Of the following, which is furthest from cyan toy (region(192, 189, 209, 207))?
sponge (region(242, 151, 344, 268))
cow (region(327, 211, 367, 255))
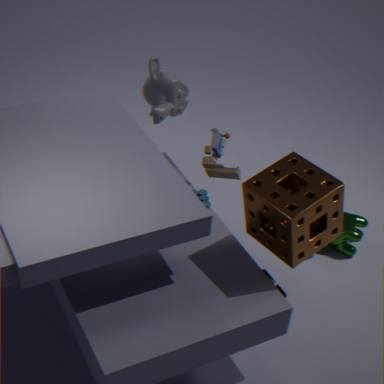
cow (region(327, 211, 367, 255))
